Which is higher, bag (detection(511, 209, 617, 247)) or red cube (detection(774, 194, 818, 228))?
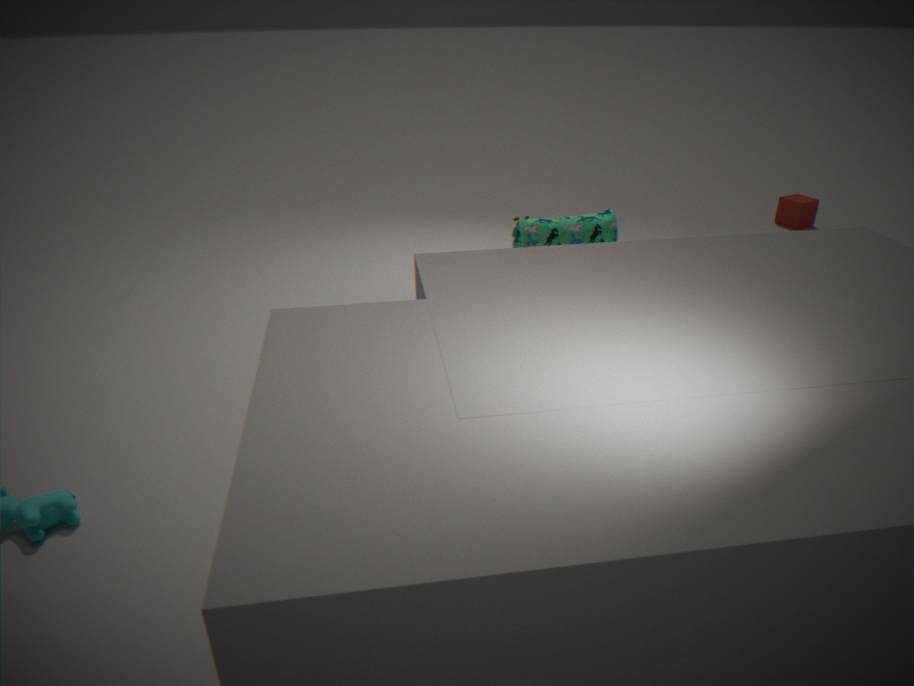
bag (detection(511, 209, 617, 247))
